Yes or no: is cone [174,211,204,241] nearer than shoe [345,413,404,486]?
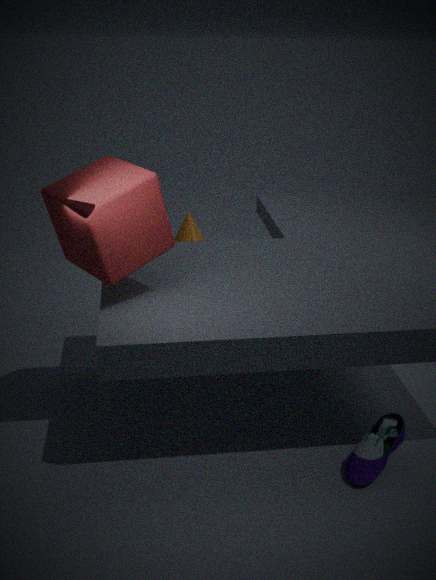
No
